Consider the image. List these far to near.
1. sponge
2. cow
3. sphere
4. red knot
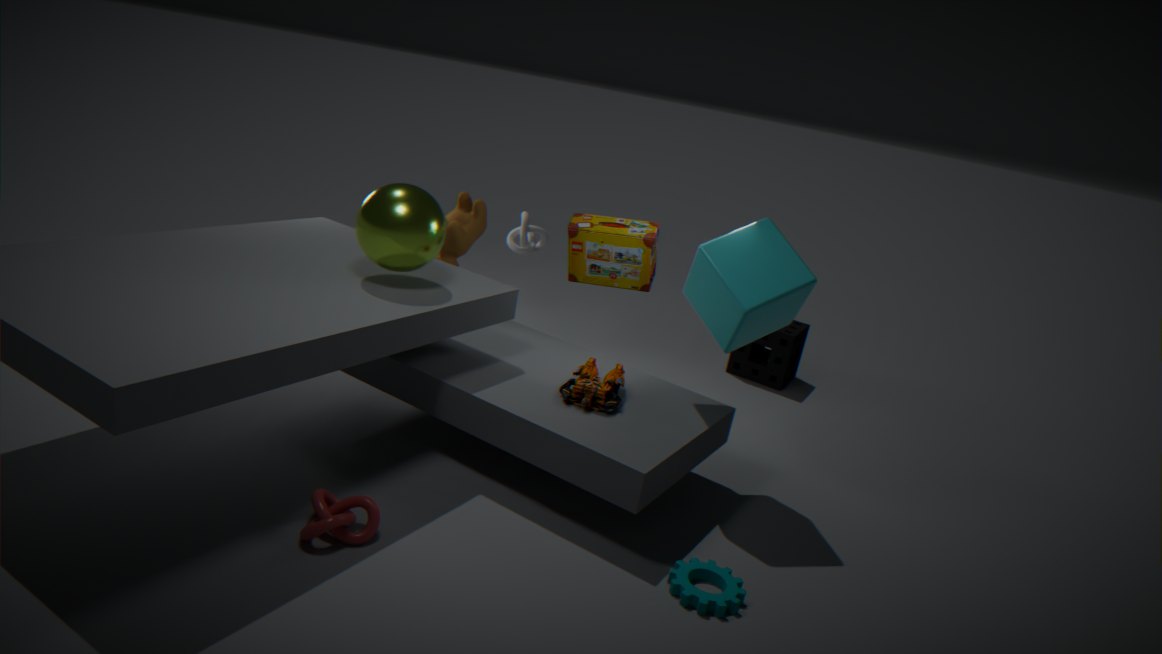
sponge, cow, sphere, red knot
